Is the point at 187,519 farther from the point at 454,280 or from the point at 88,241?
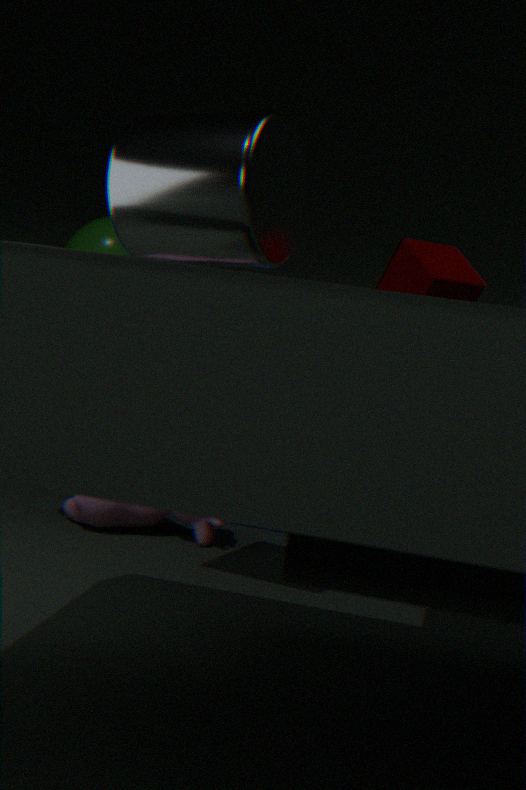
the point at 454,280
